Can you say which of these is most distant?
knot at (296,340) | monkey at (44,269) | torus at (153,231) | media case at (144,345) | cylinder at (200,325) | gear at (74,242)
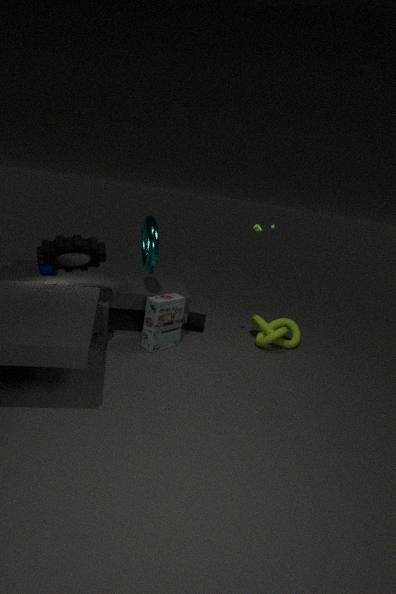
cylinder at (200,325)
